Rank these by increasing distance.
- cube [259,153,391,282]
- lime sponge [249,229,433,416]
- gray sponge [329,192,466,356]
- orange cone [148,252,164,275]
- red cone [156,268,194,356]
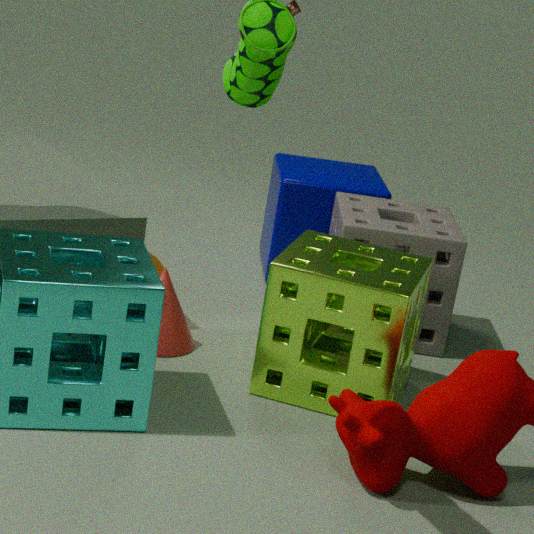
lime sponge [249,229,433,416] → red cone [156,268,194,356] → gray sponge [329,192,466,356] → orange cone [148,252,164,275] → cube [259,153,391,282]
